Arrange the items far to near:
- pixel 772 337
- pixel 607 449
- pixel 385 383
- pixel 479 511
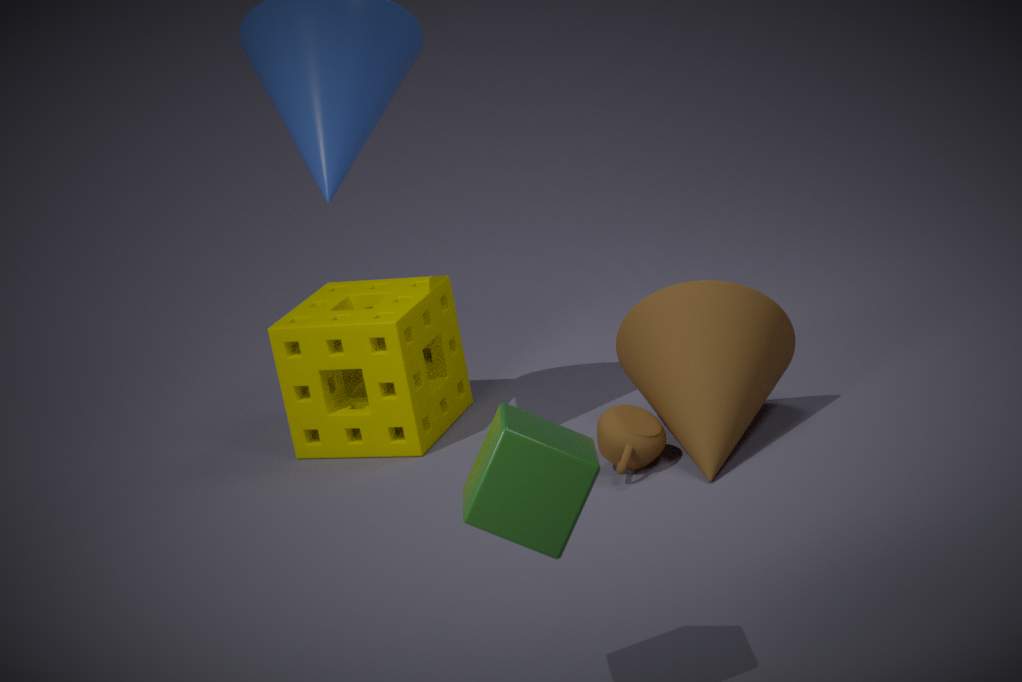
pixel 385 383, pixel 772 337, pixel 607 449, pixel 479 511
